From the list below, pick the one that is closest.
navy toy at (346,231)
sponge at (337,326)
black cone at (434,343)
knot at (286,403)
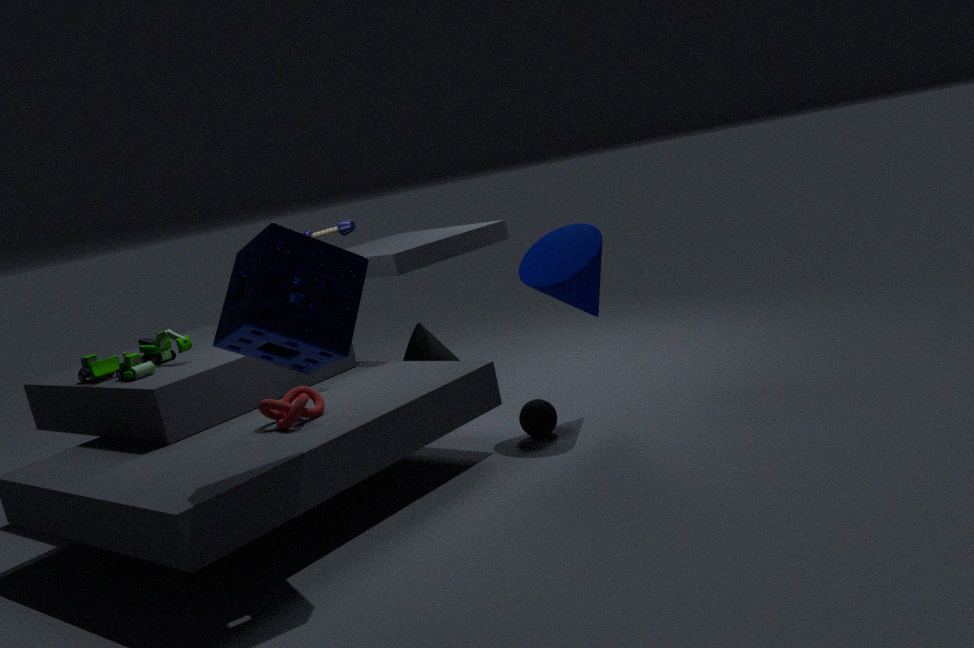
sponge at (337,326)
